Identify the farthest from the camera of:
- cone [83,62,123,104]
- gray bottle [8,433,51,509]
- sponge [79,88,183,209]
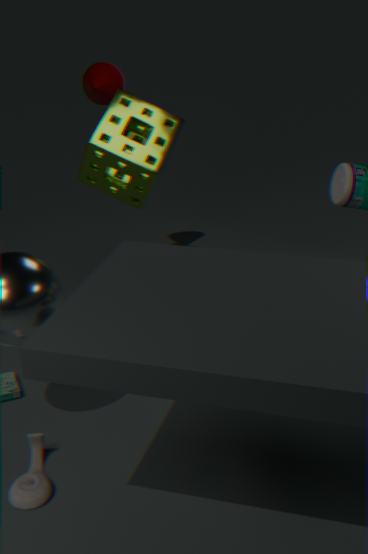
cone [83,62,123,104]
